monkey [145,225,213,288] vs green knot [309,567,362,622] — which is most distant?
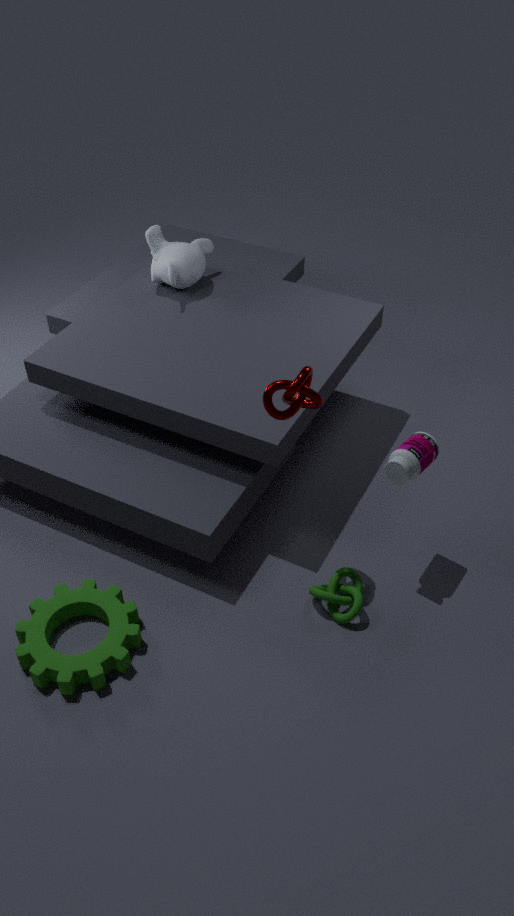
monkey [145,225,213,288]
